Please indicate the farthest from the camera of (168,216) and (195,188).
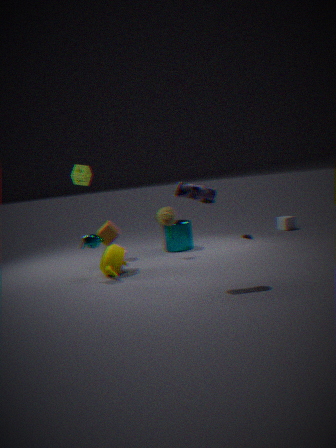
(168,216)
